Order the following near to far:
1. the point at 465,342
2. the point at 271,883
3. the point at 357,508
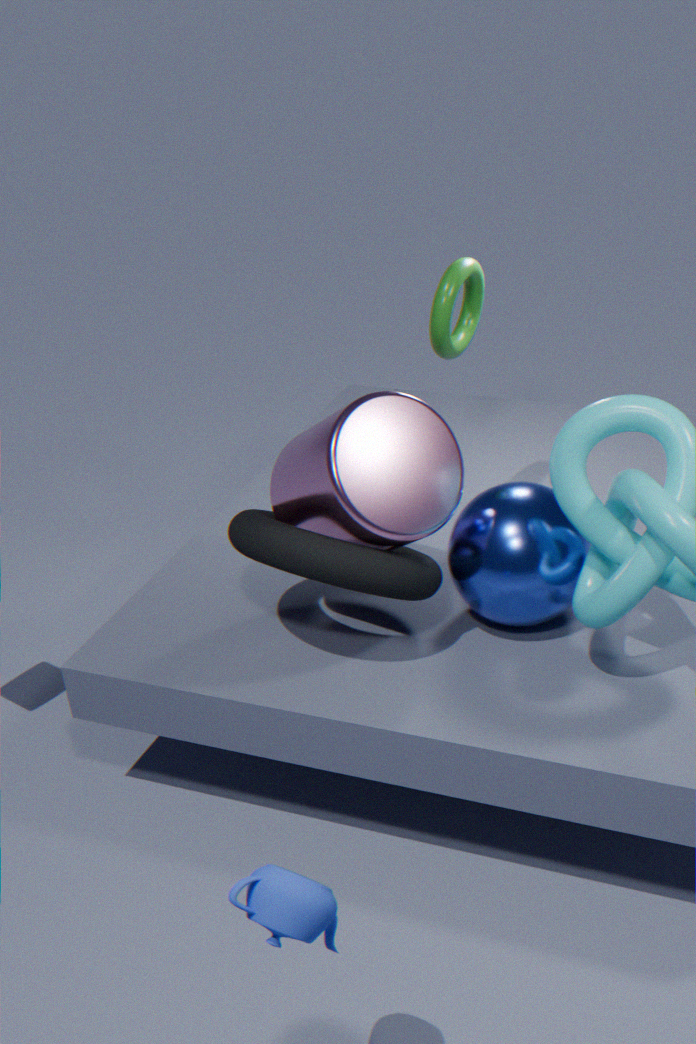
1. the point at 271,883
2. the point at 357,508
3. the point at 465,342
